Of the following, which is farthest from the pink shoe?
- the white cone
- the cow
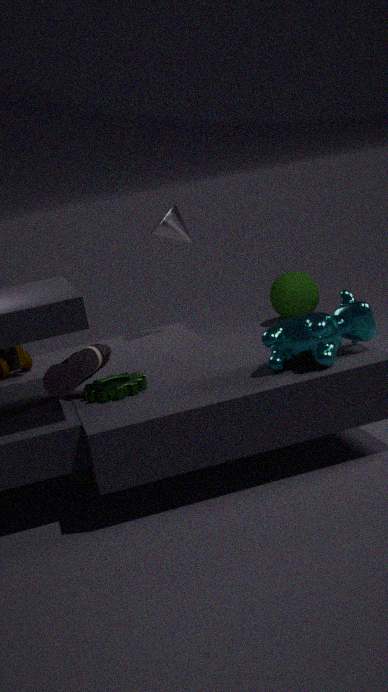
the white cone
